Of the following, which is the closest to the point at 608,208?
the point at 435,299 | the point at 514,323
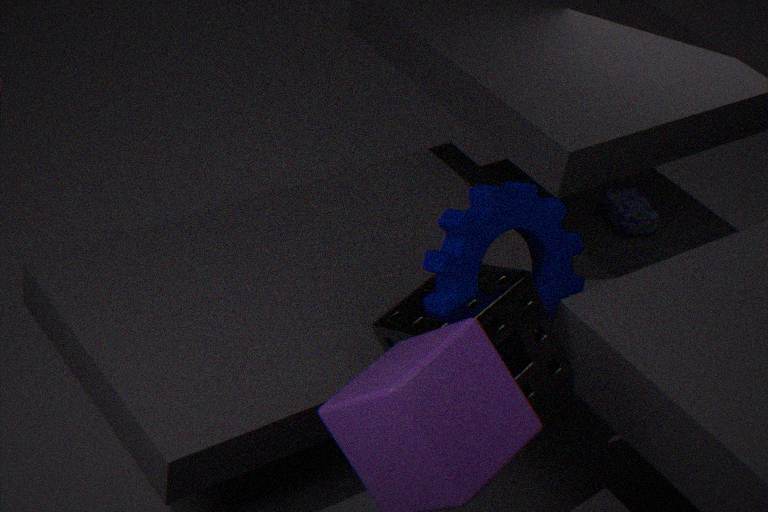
the point at 435,299
